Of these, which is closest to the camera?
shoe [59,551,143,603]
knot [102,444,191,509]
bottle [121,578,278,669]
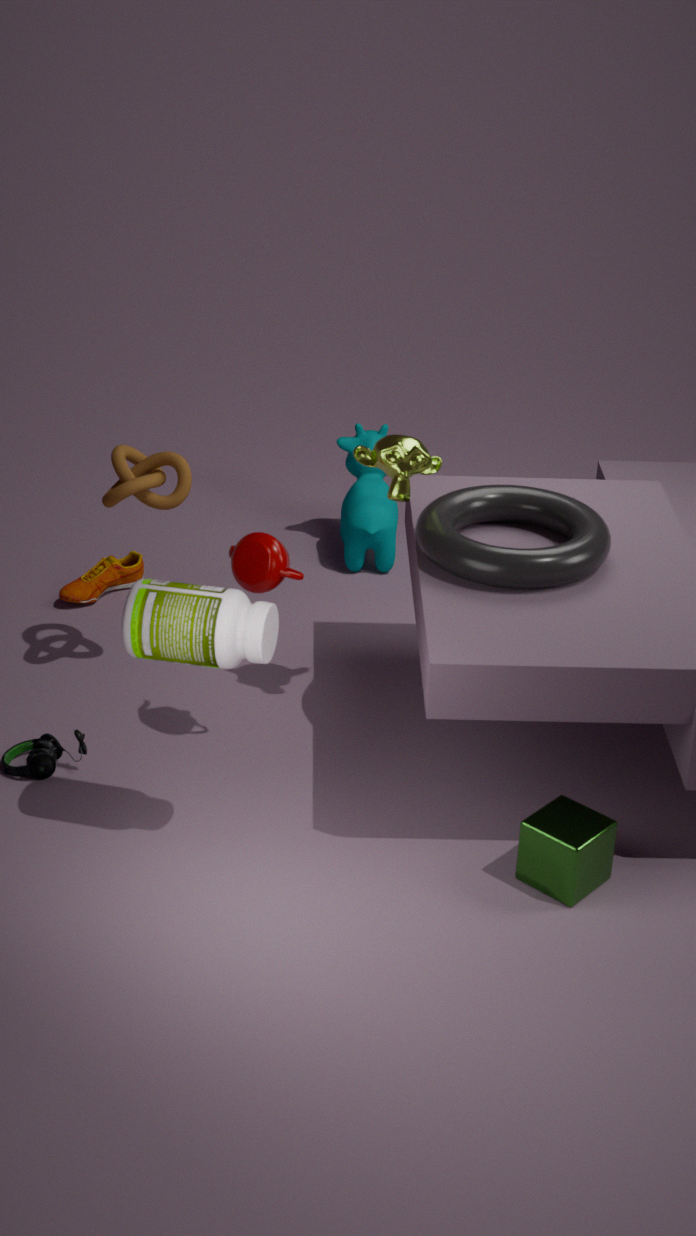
bottle [121,578,278,669]
